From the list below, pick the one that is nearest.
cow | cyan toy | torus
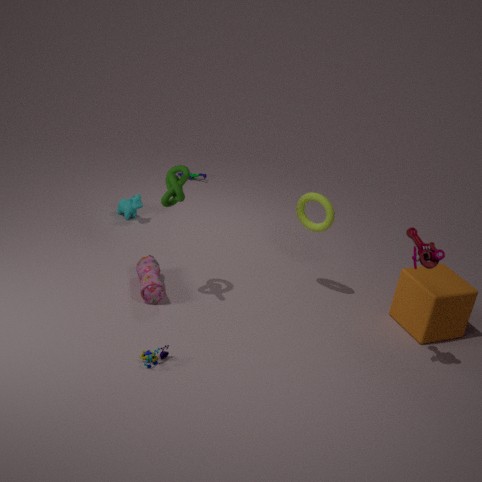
cyan toy
